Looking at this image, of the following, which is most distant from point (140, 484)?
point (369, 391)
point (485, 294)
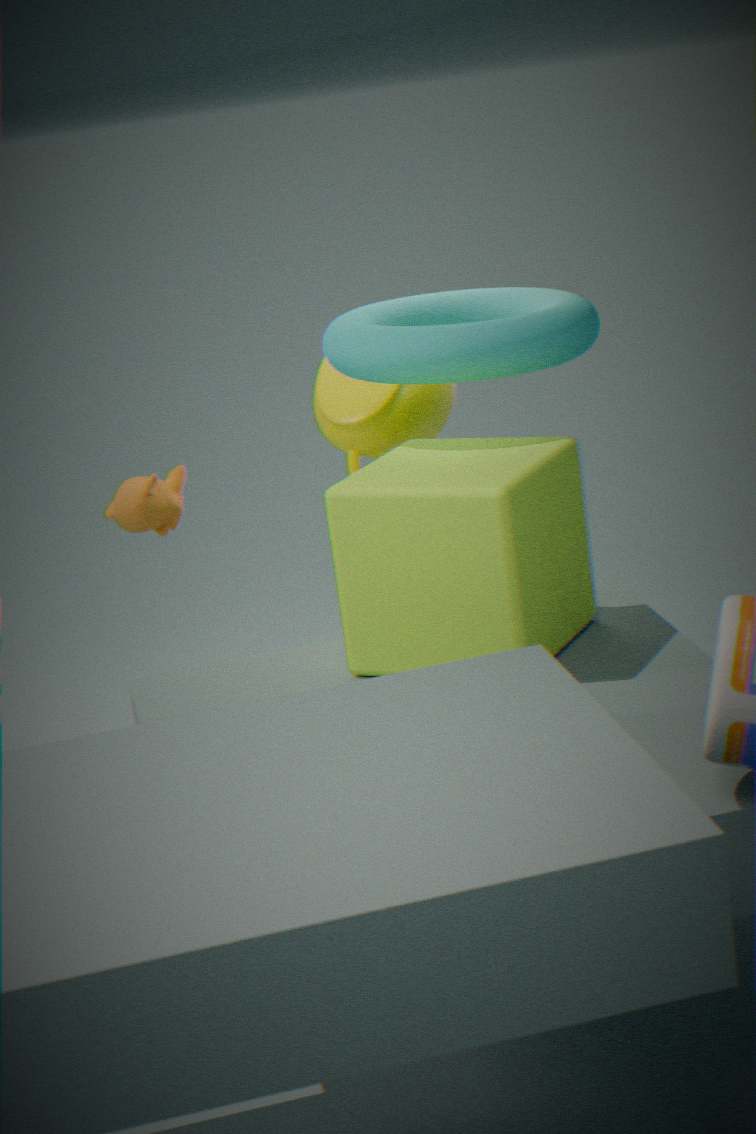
point (485, 294)
